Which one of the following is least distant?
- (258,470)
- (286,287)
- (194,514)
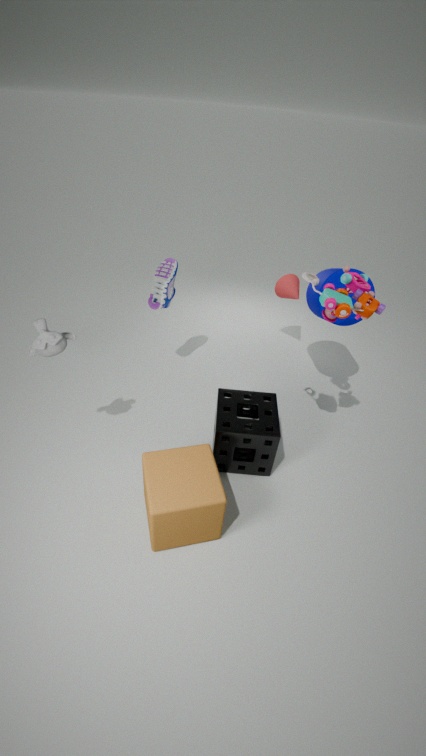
(194,514)
